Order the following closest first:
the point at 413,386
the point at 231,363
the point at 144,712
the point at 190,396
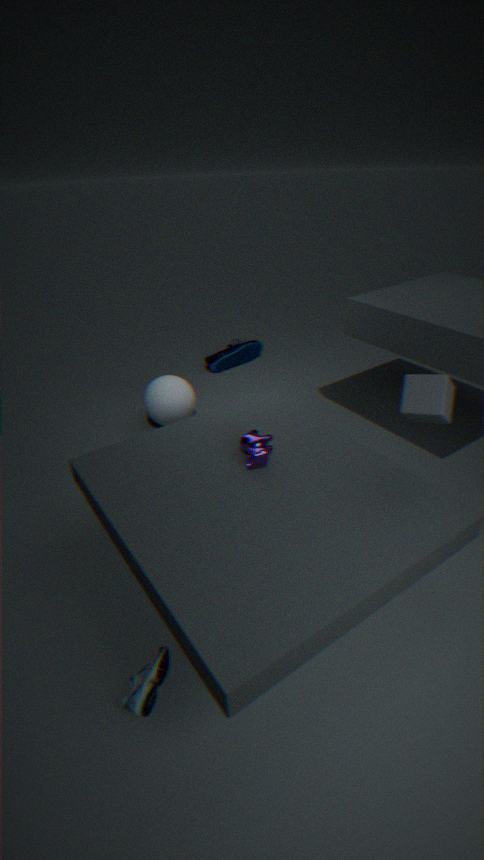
Answer: the point at 144,712 → the point at 413,386 → the point at 190,396 → the point at 231,363
